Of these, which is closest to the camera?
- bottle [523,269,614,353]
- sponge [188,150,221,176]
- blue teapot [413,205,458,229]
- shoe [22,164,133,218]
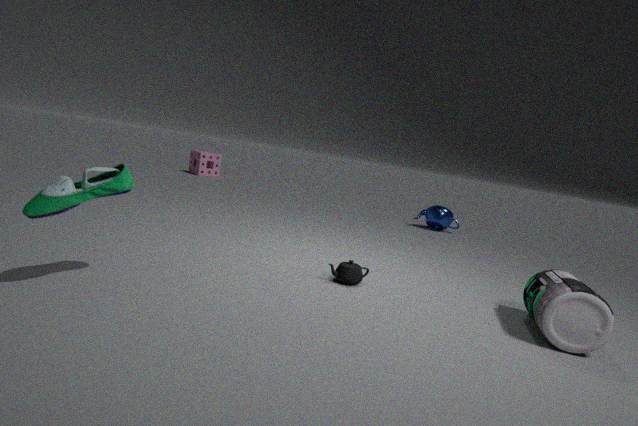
shoe [22,164,133,218]
